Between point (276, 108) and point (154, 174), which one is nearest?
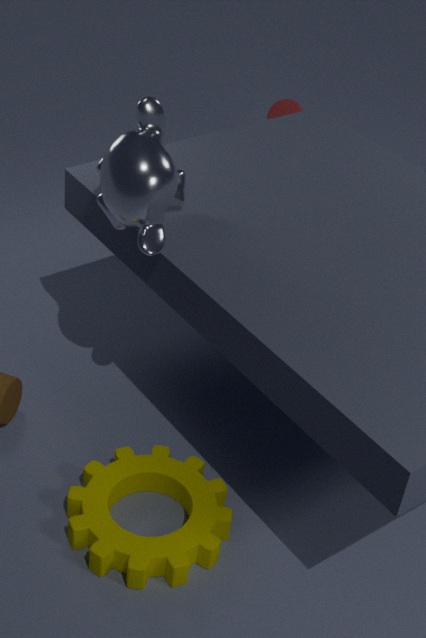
point (154, 174)
